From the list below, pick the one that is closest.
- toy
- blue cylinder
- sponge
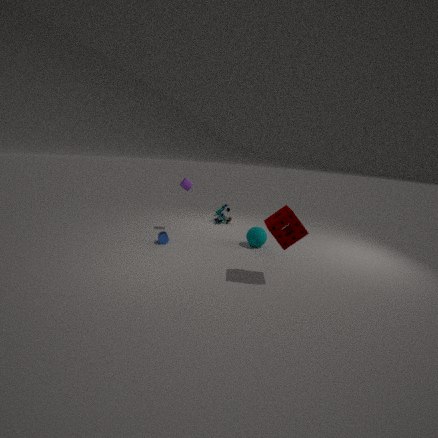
sponge
